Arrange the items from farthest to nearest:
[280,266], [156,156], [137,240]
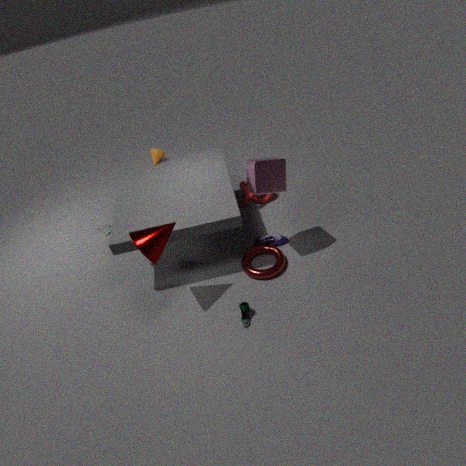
[156,156], [280,266], [137,240]
